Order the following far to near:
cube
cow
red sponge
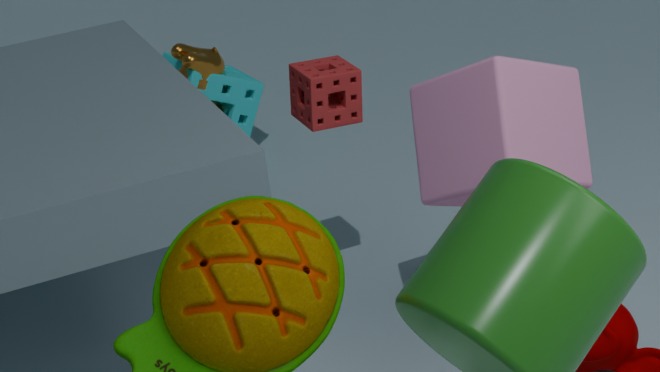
cow
red sponge
cube
